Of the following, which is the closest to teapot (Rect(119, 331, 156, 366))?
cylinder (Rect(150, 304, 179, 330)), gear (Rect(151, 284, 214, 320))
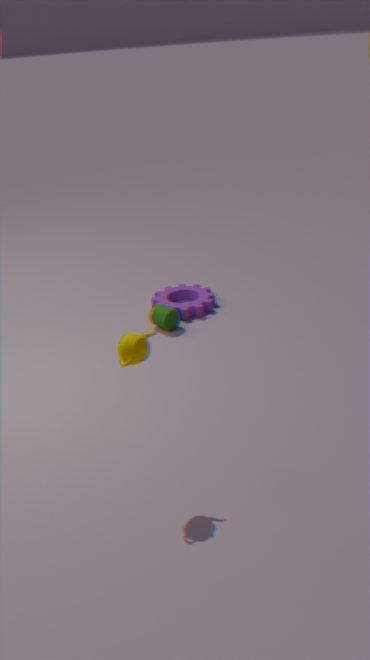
cylinder (Rect(150, 304, 179, 330))
